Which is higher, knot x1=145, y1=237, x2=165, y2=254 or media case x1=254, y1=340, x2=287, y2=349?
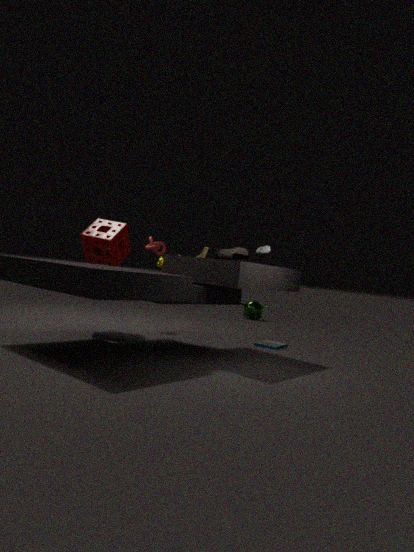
knot x1=145, y1=237, x2=165, y2=254
